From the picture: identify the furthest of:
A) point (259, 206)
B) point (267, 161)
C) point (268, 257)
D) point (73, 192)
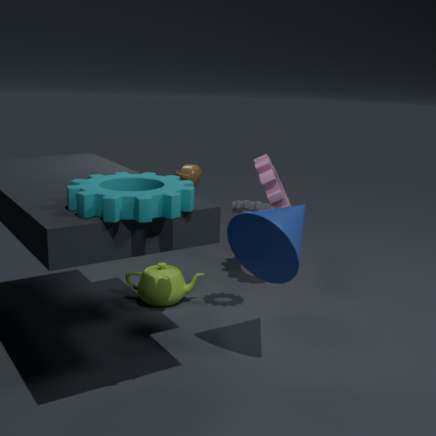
point (267, 161)
